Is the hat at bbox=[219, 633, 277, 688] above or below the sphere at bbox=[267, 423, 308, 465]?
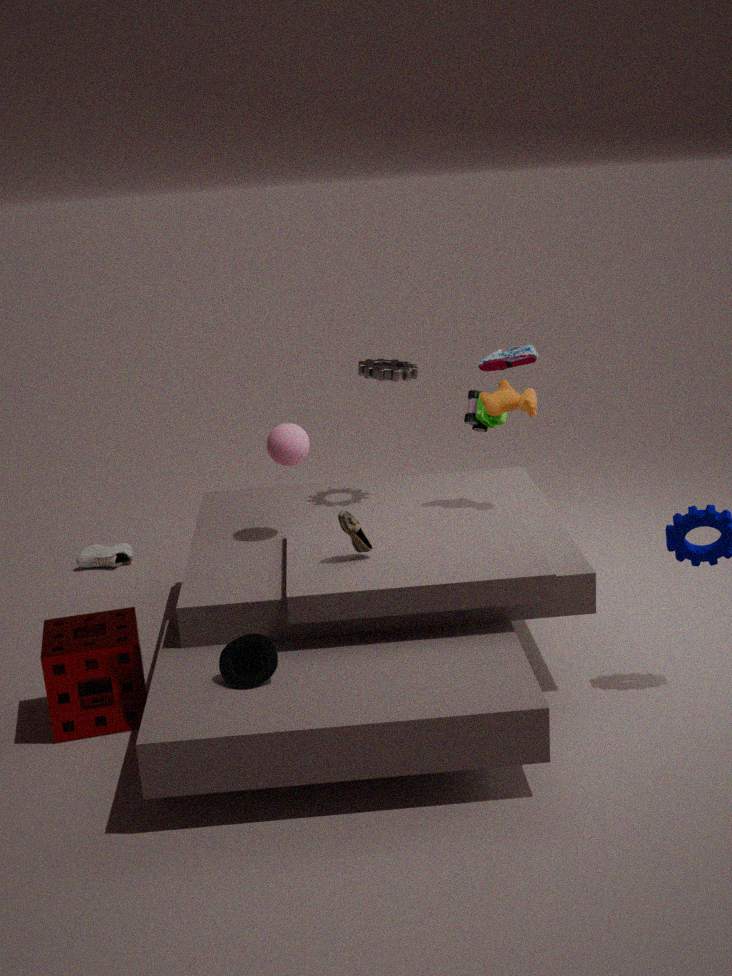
below
